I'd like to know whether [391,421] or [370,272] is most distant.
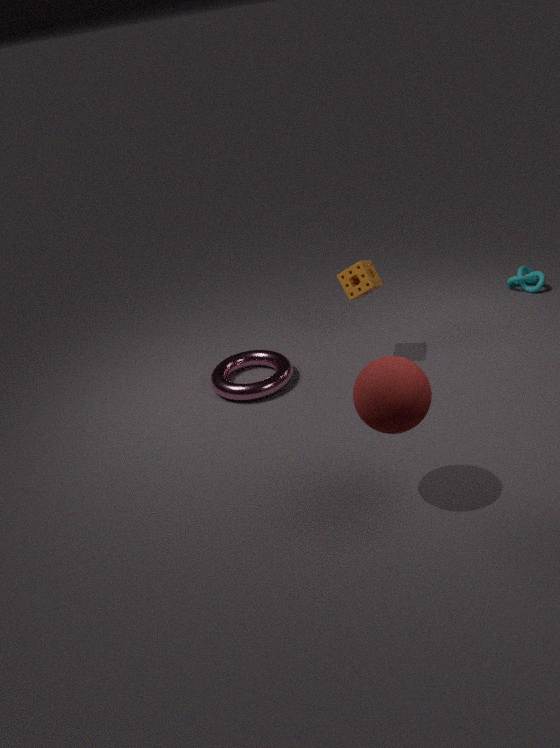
[370,272]
